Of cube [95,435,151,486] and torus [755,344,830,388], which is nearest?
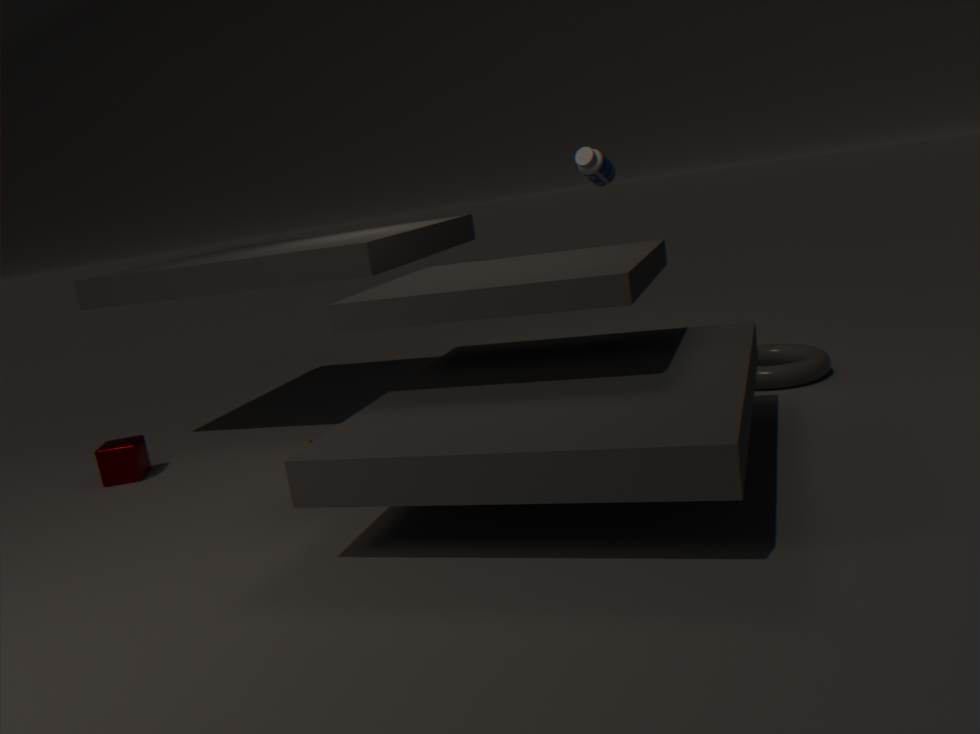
torus [755,344,830,388]
